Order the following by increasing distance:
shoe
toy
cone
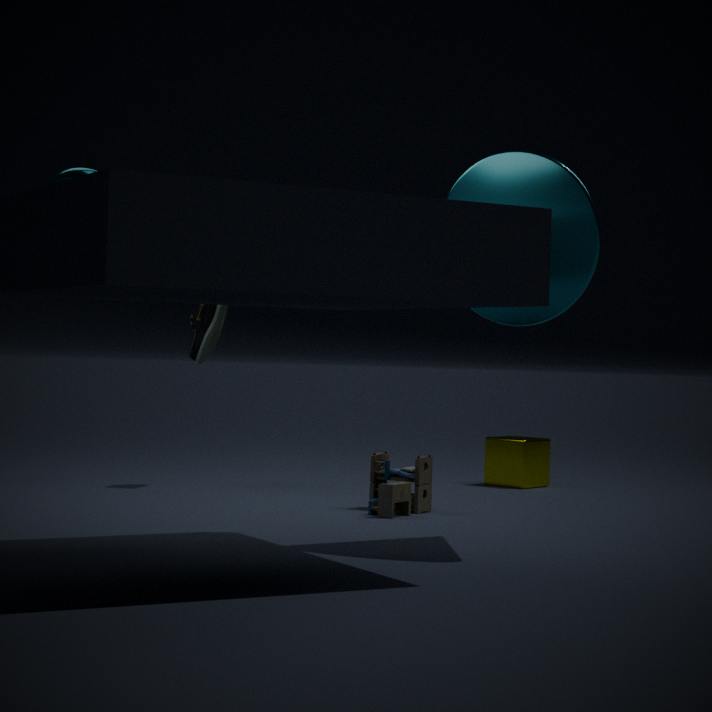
1. cone
2. toy
3. shoe
